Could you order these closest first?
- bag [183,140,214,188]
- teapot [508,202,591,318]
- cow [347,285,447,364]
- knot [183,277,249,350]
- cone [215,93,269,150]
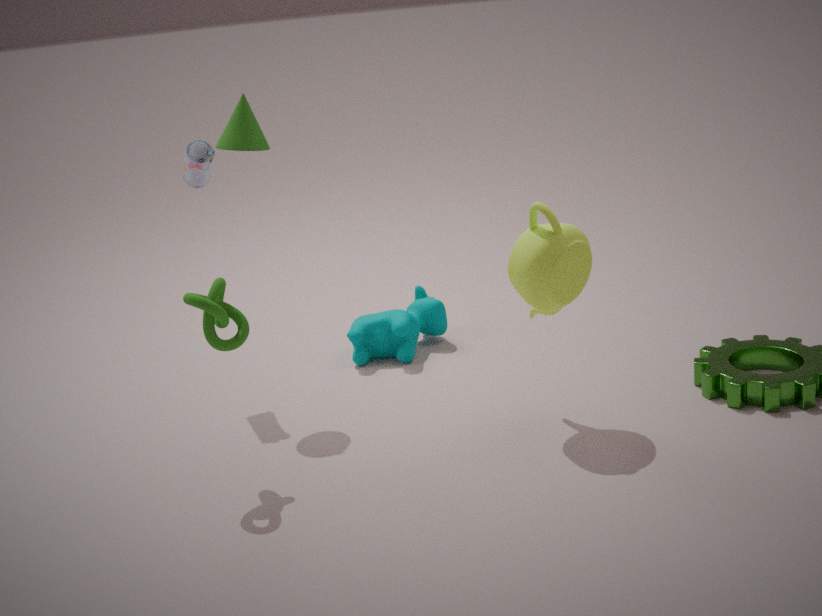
knot [183,277,249,350]
teapot [508,202,591,318]
cone [215,93,269,150]
bag [183,140,214,188]
cow [347,285,447,364]
